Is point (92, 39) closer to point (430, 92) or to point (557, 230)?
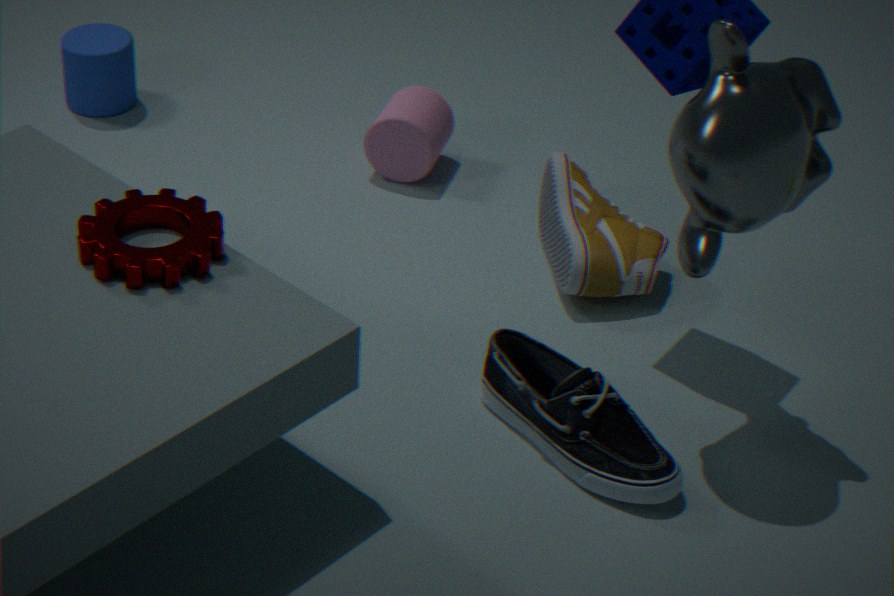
point (430, 92)
